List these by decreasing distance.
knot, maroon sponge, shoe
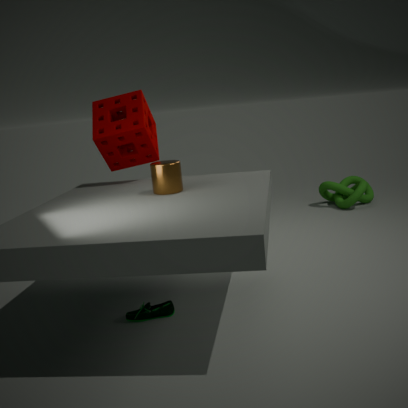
knot → maroon sponge → shoe
